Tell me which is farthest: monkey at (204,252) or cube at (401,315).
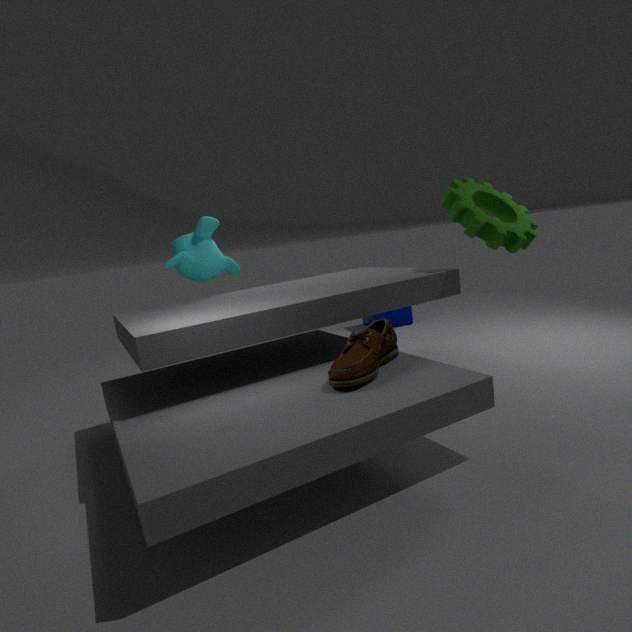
cube at (401,315)
